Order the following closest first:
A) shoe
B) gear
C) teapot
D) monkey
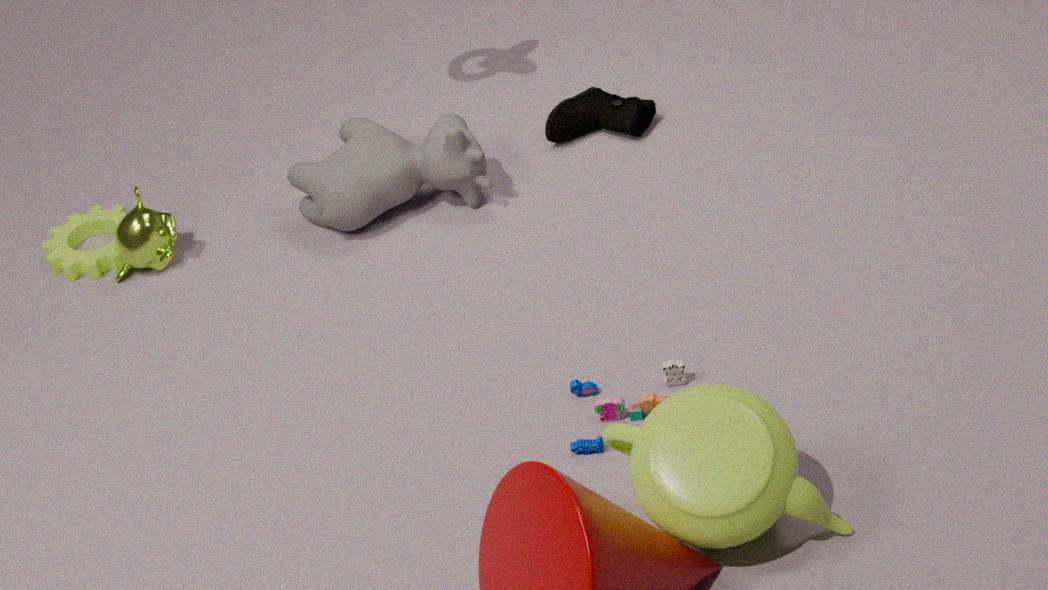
teapot
monkey
gear
shoe
